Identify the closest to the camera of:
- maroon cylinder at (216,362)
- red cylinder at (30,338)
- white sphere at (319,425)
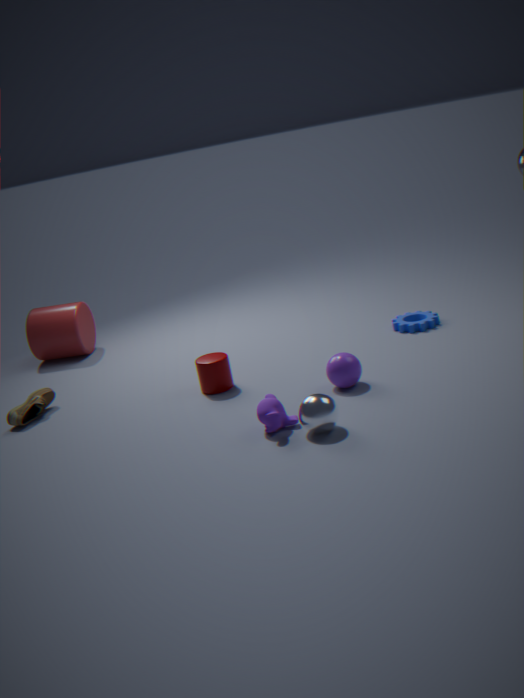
white sphere at (319,425)
